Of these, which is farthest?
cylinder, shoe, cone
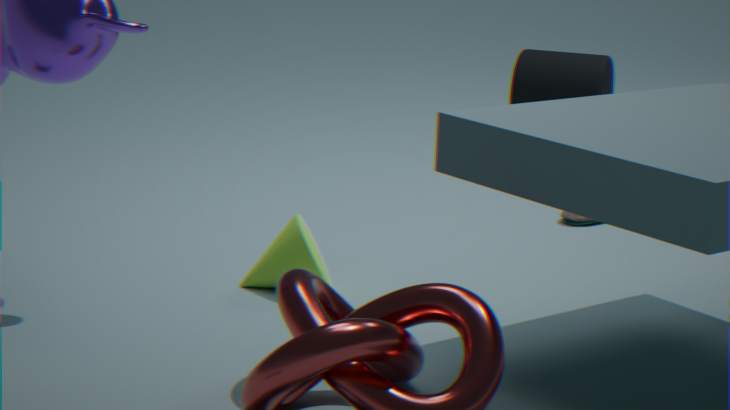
cylinder
